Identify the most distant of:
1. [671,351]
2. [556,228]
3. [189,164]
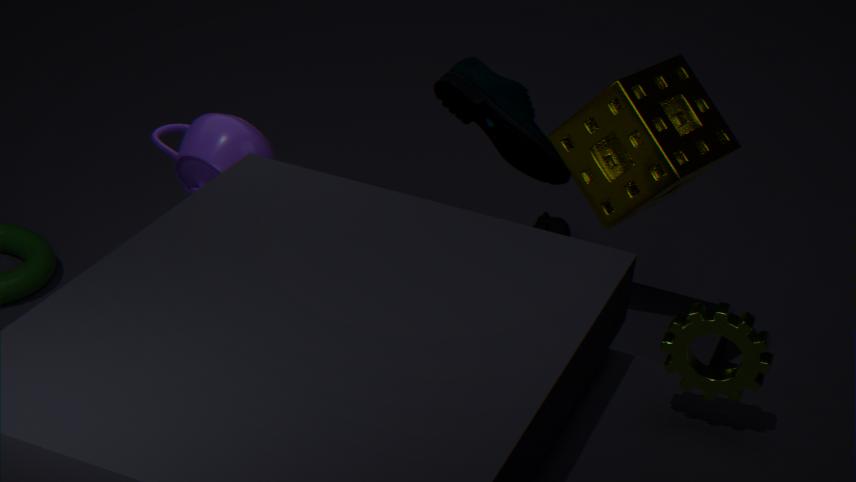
[556,228]
